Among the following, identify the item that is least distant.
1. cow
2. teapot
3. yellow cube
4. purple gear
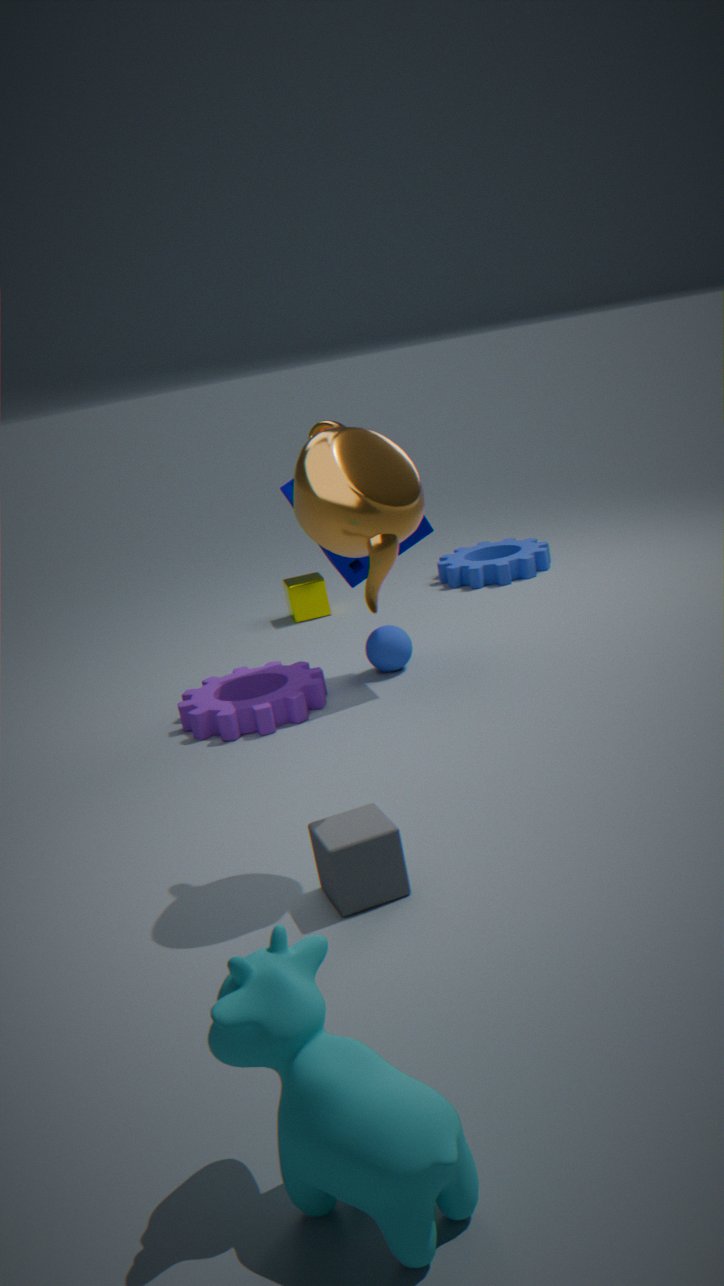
cow
